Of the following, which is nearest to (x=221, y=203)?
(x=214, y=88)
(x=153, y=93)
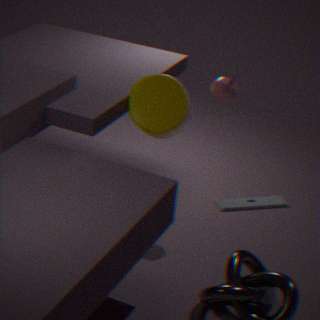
(x=214, y=88)
